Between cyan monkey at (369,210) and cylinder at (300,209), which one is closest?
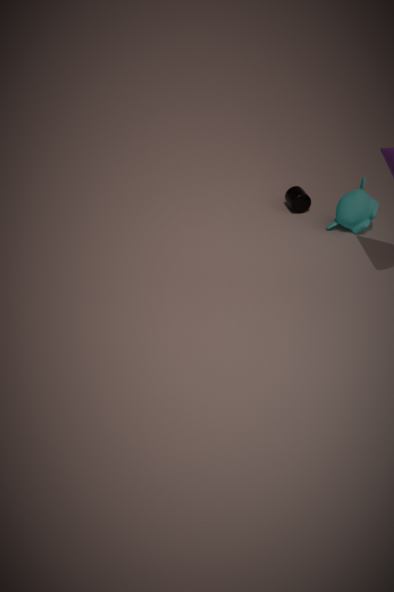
cyan monkey at (369,210)
